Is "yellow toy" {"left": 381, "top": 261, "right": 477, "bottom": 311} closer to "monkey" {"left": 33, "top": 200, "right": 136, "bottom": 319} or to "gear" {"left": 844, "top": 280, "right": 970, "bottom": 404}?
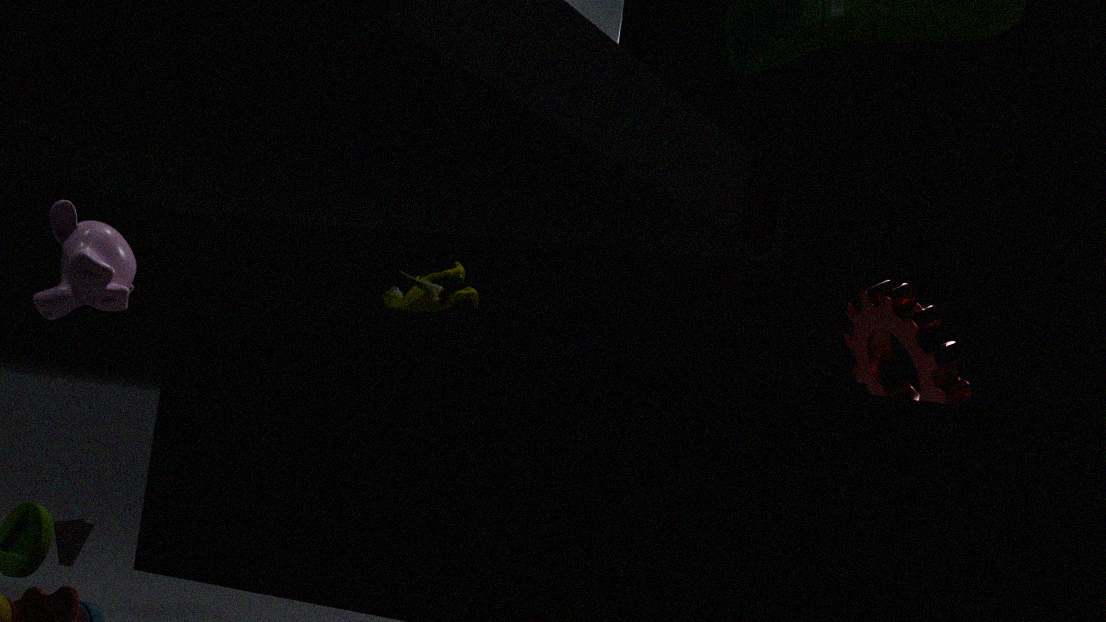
"monkey" {"left": 33, "top": 200, "right": 136, "bottom": 319}
